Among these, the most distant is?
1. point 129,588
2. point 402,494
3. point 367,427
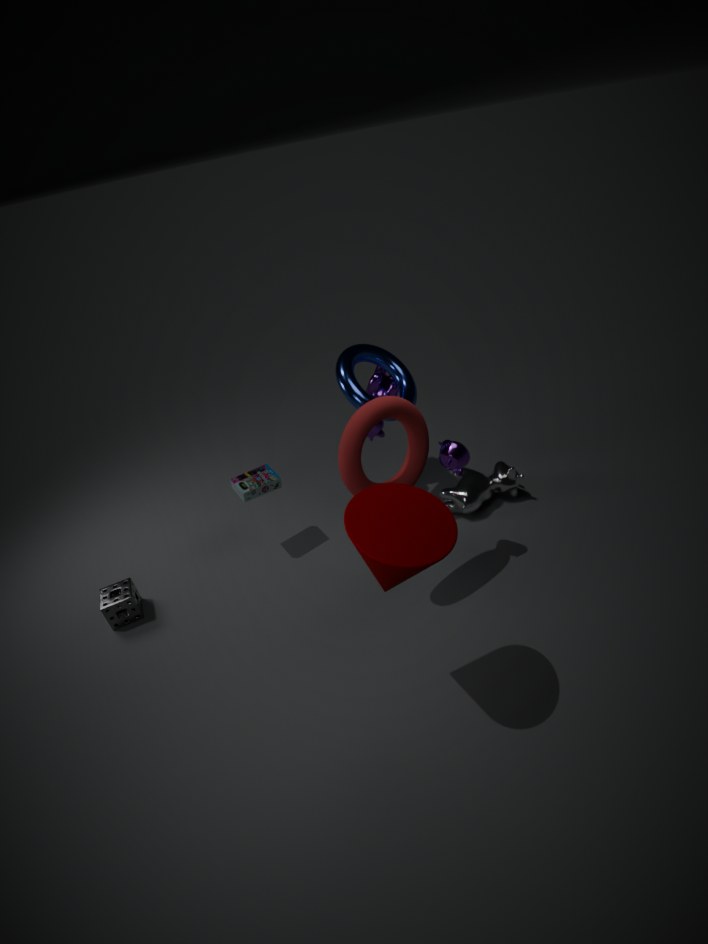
point 129,588
